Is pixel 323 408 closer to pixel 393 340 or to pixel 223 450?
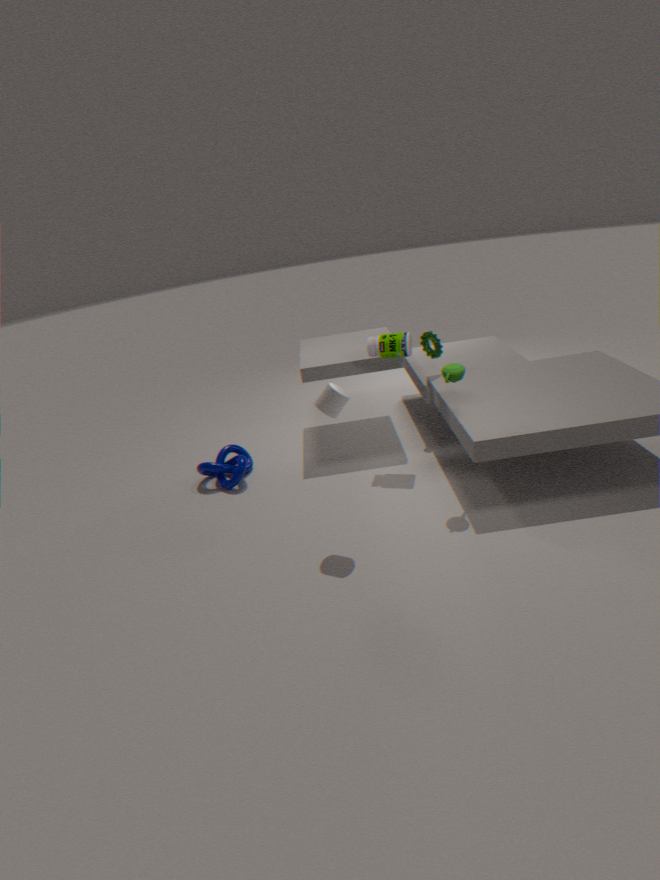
pixel 393 340
